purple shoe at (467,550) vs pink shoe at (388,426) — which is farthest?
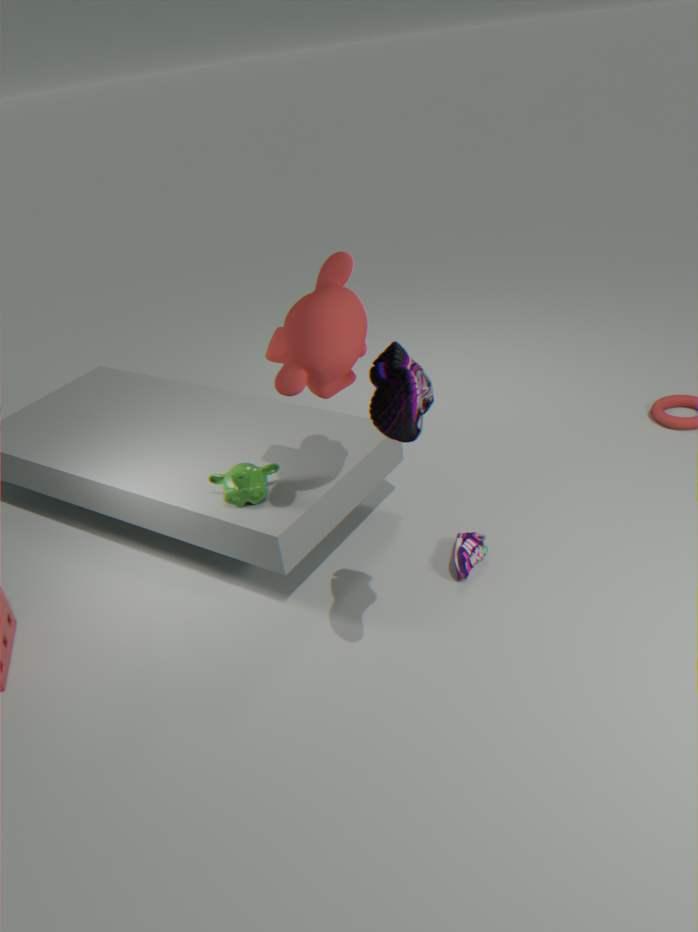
purple shoe at (467,550)
